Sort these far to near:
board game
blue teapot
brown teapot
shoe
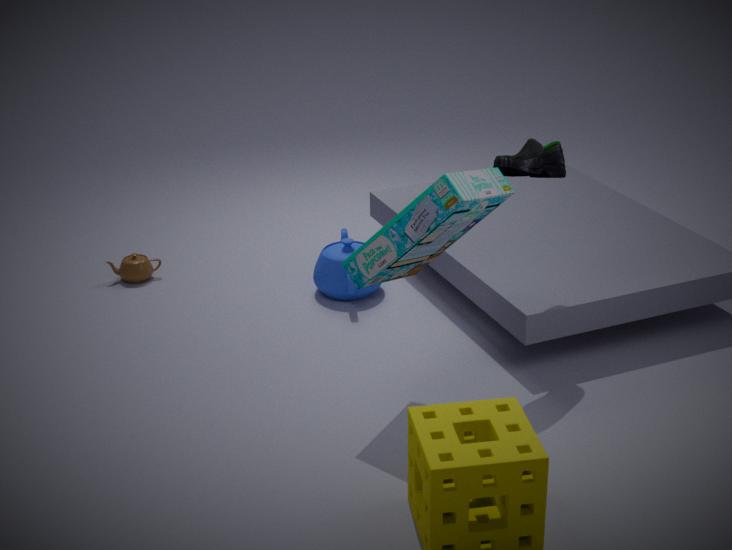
brown teapot, blue teapot, shoe, board game
